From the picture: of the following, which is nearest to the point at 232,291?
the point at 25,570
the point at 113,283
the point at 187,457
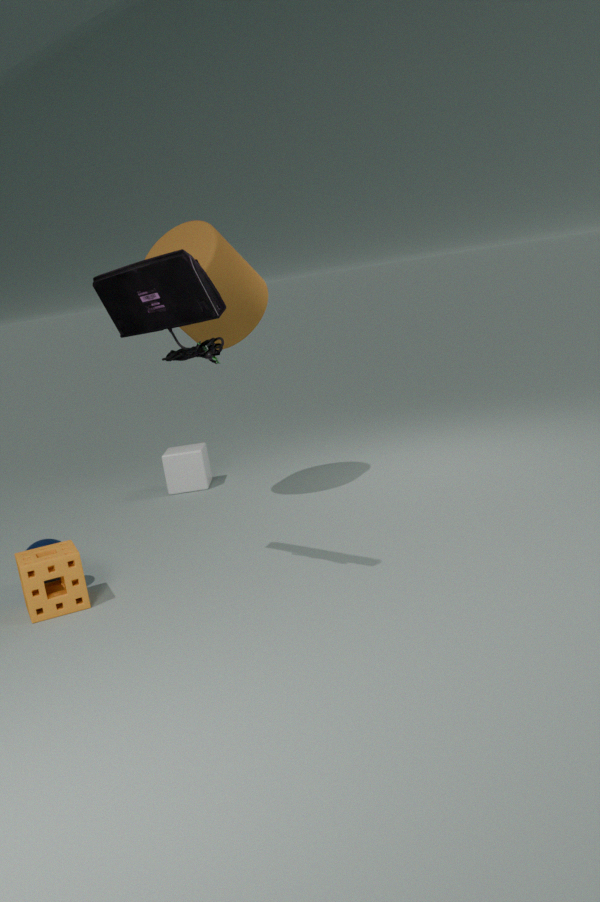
the point at 187,457
